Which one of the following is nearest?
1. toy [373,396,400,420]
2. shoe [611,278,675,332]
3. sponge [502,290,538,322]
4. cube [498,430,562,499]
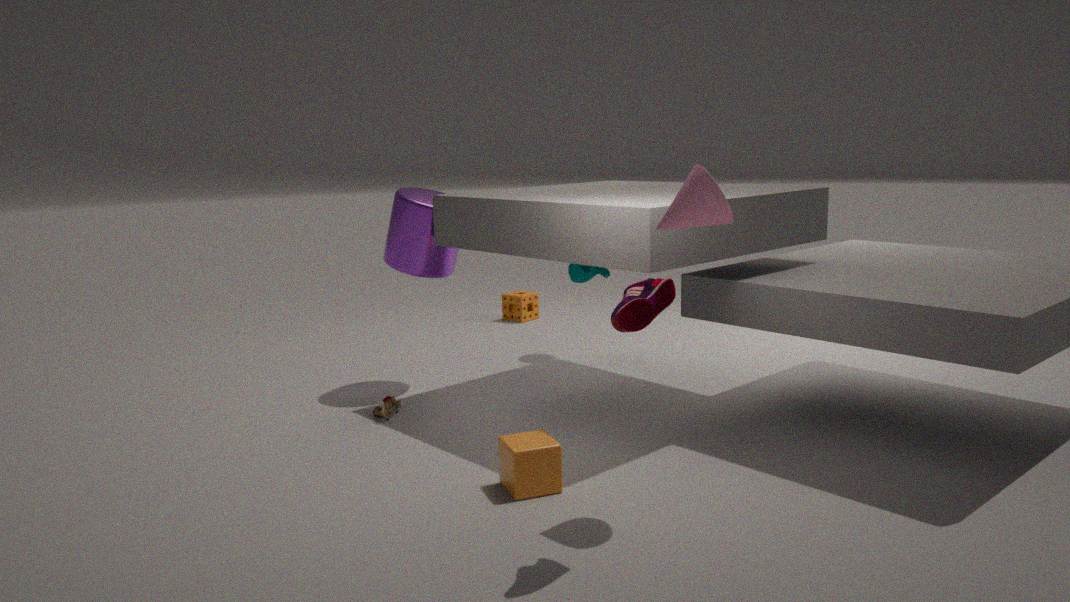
shoe [611,278,675,332]
